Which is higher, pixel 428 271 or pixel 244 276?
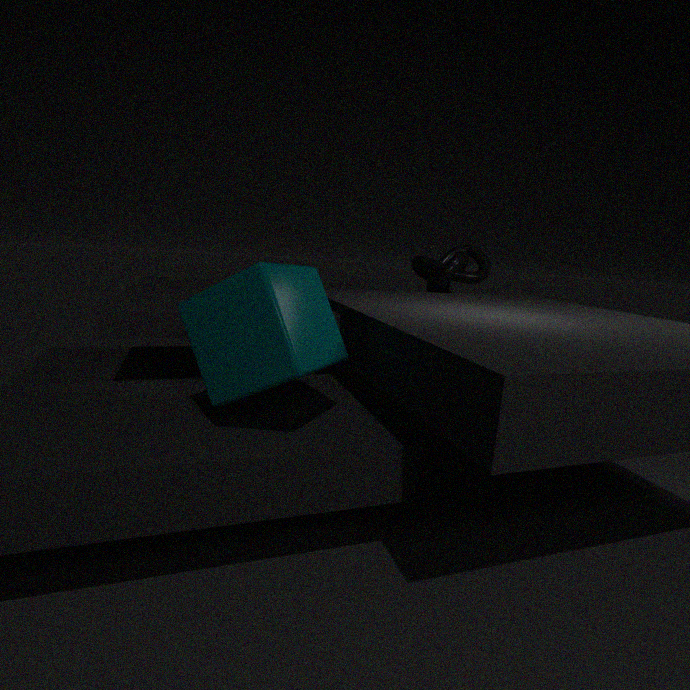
pixel 428 271
